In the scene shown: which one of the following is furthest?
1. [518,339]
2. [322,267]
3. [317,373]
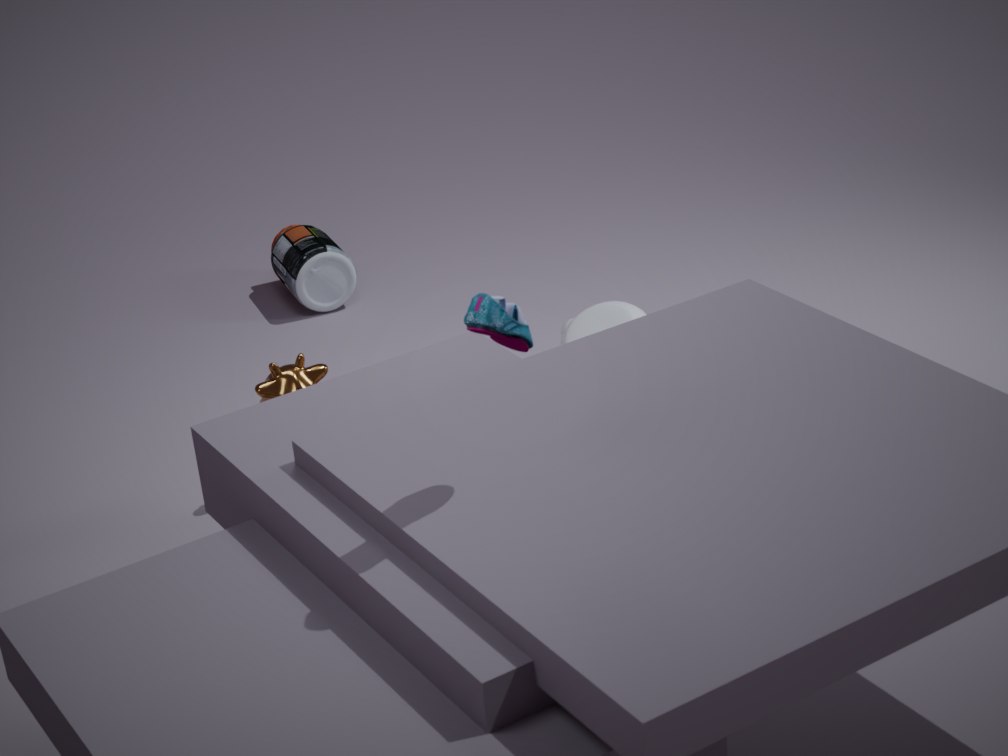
[322,267]
